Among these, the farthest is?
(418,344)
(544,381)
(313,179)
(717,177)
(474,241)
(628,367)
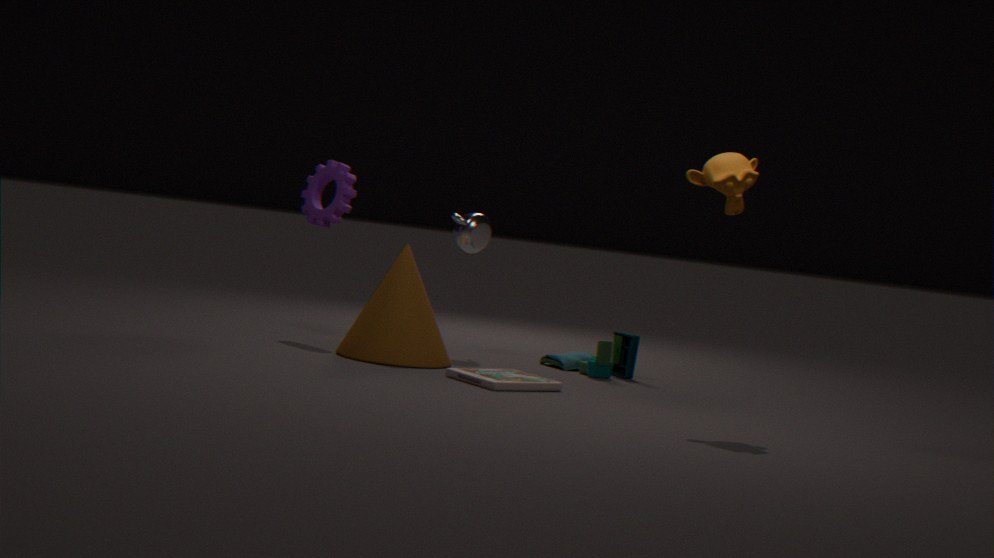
(313,179)
